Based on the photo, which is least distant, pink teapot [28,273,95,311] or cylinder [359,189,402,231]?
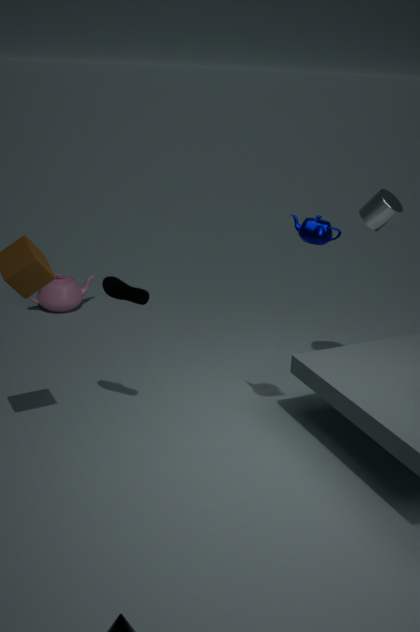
cylinder [359,189,402,231]
